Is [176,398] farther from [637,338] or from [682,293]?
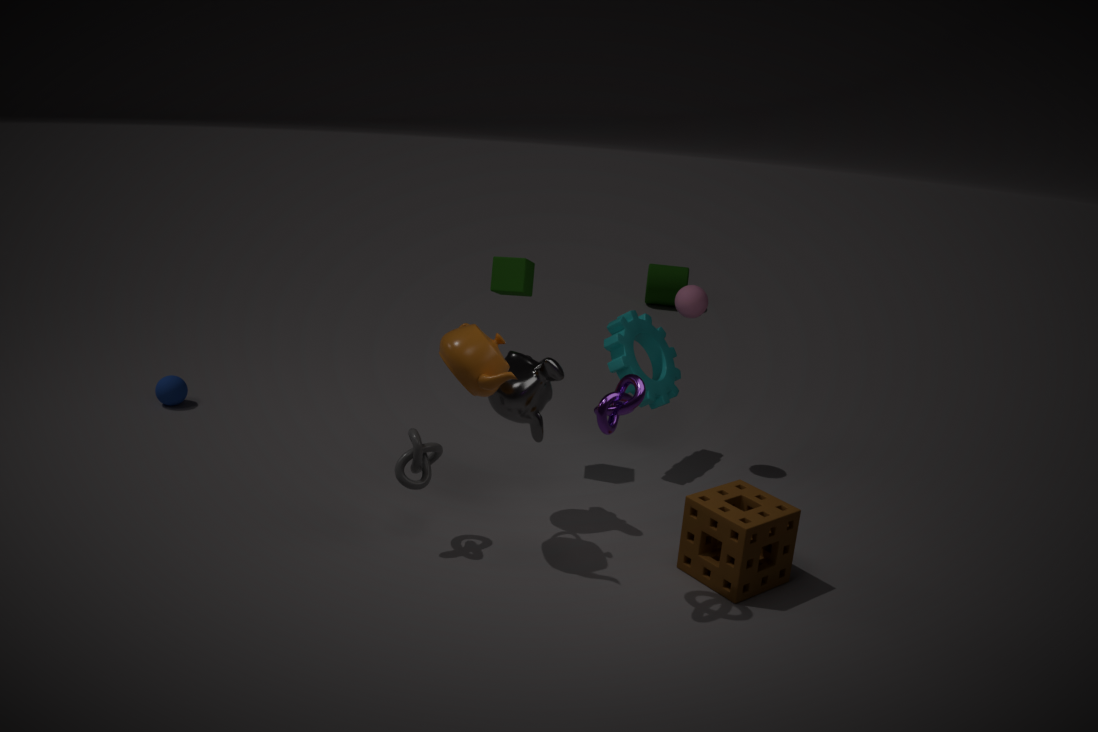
[682,293]
